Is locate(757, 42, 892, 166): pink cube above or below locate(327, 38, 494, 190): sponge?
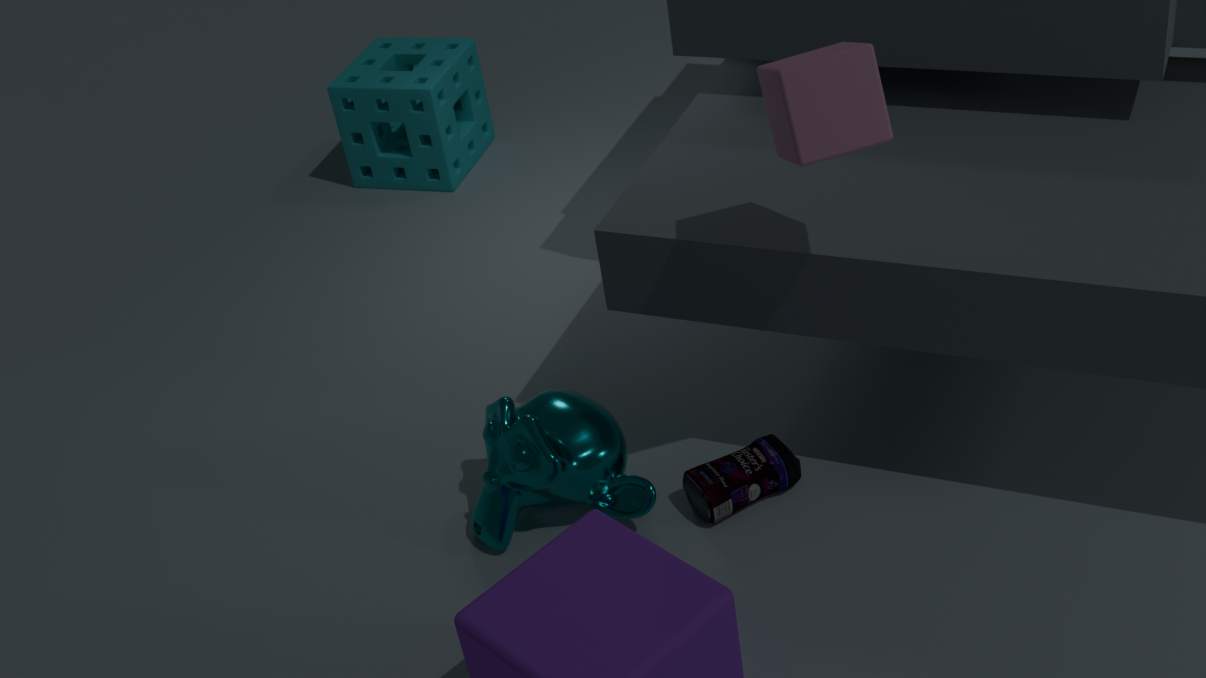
above
